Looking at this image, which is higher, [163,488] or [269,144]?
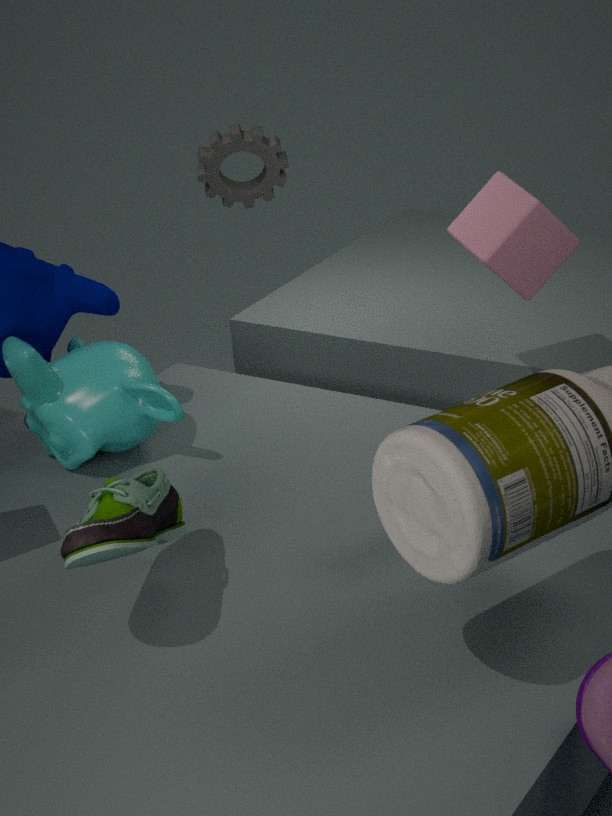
[269,144]
